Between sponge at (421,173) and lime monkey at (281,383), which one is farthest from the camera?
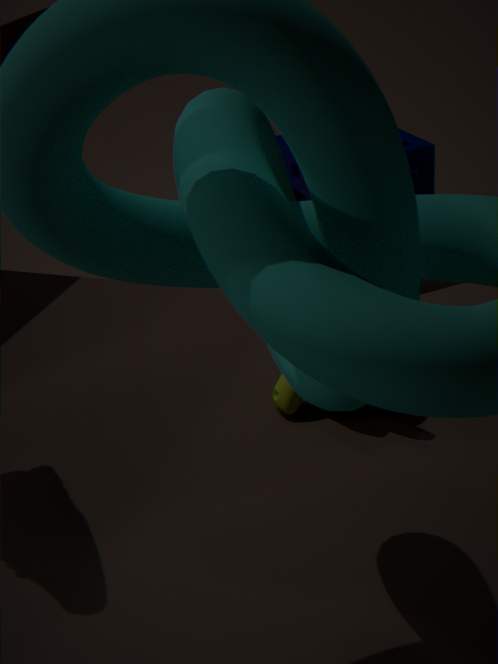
sponge at (421,173)
